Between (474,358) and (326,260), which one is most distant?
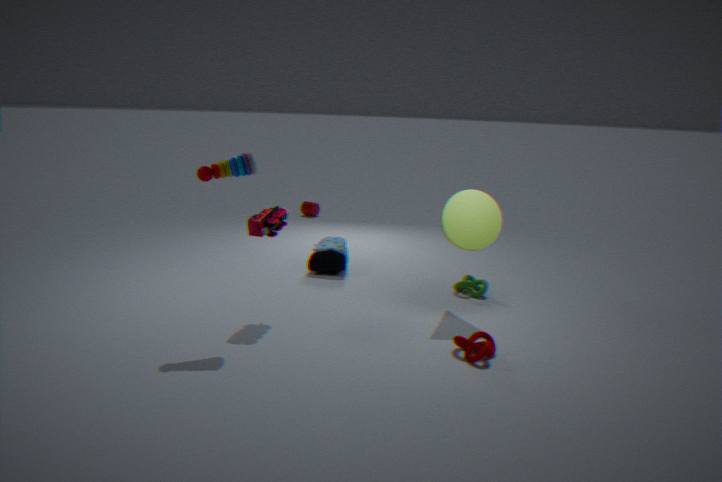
(326,260)
